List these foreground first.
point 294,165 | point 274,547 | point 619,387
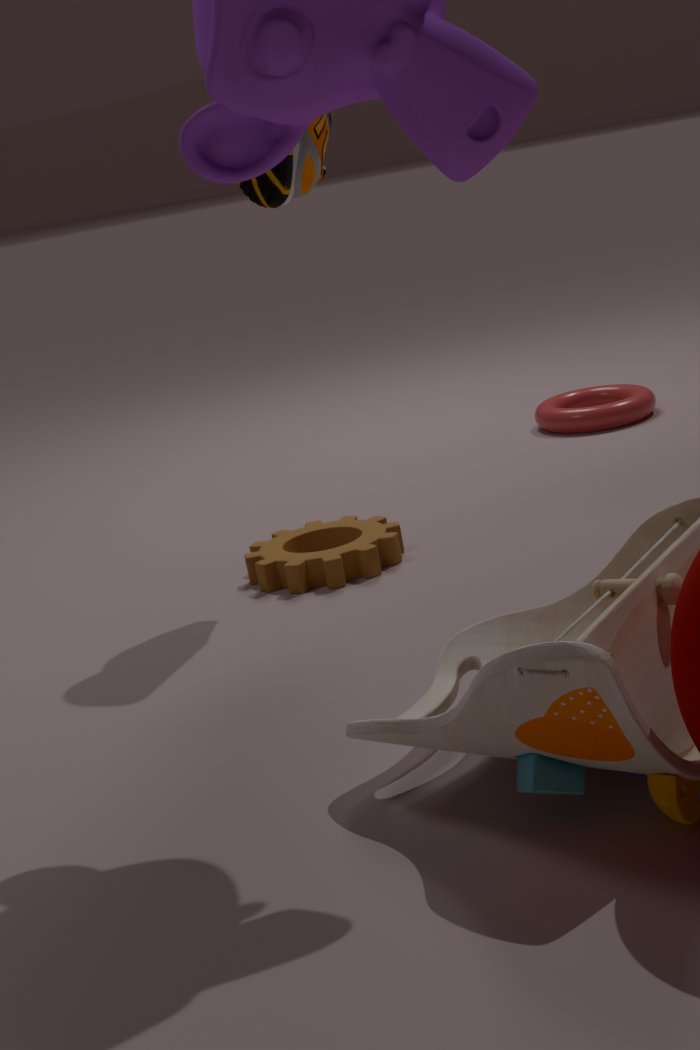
point 294,165, point 274,547, point 619,387
